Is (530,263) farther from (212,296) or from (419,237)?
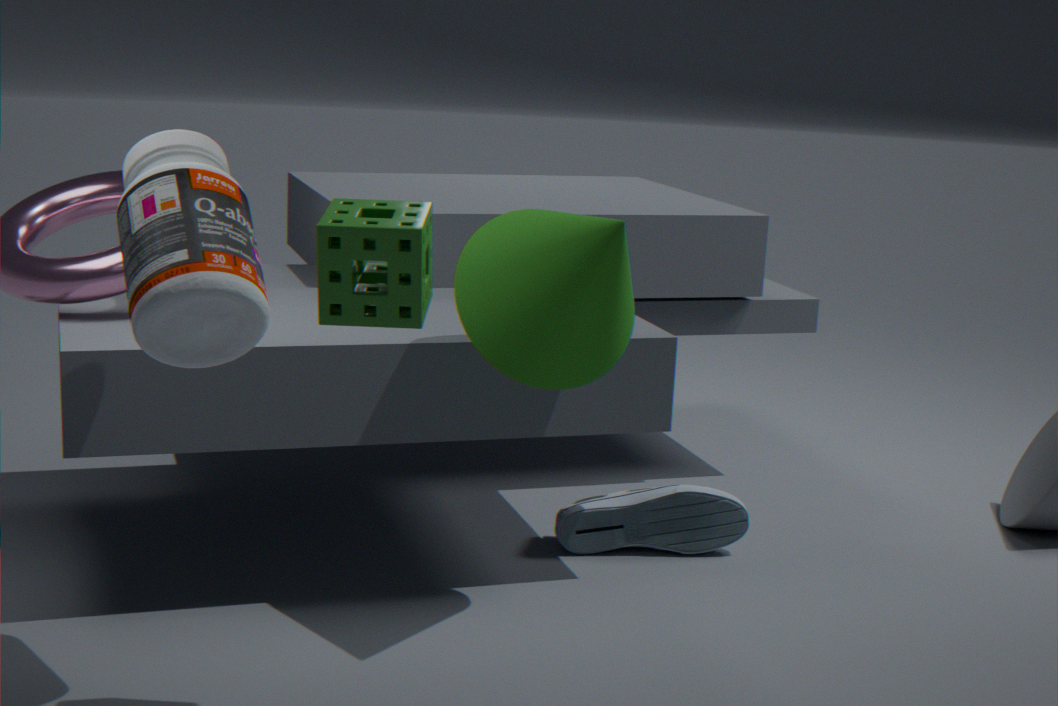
(212,296)
